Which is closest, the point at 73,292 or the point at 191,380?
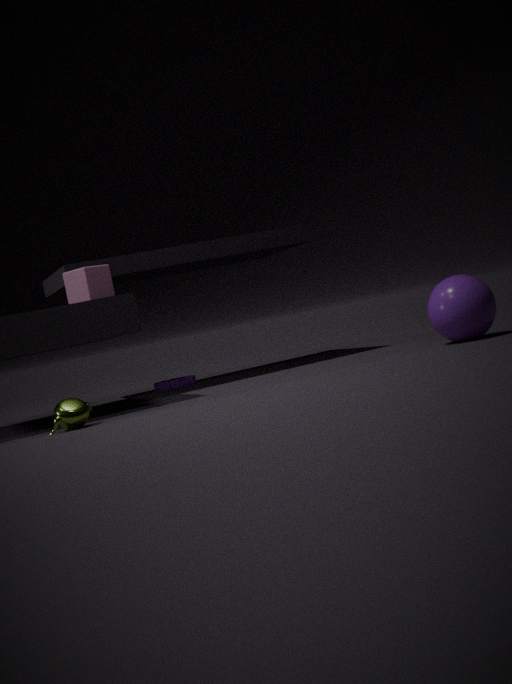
the point at 73,292
